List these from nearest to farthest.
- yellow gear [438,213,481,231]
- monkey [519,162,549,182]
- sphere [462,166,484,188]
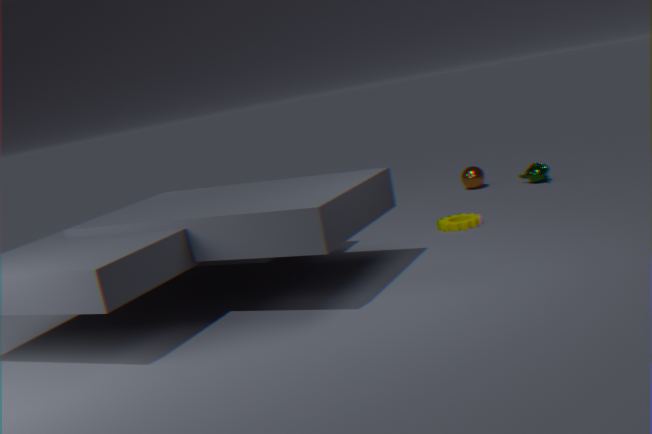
1. yellow gear [438,213,481,231]
2. monkey [519,162,549,182]
3. sphere [462,166,484,188]
